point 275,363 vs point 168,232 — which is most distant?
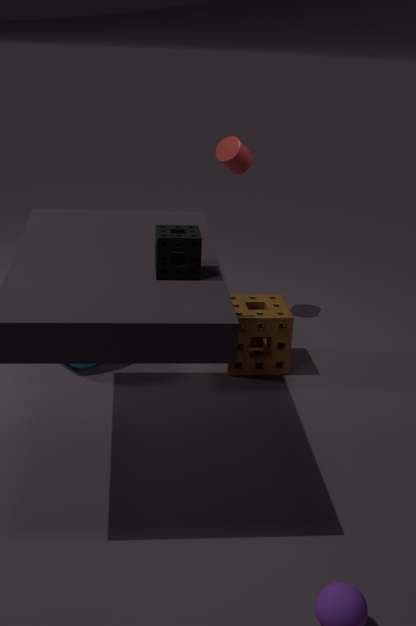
point 275,363
